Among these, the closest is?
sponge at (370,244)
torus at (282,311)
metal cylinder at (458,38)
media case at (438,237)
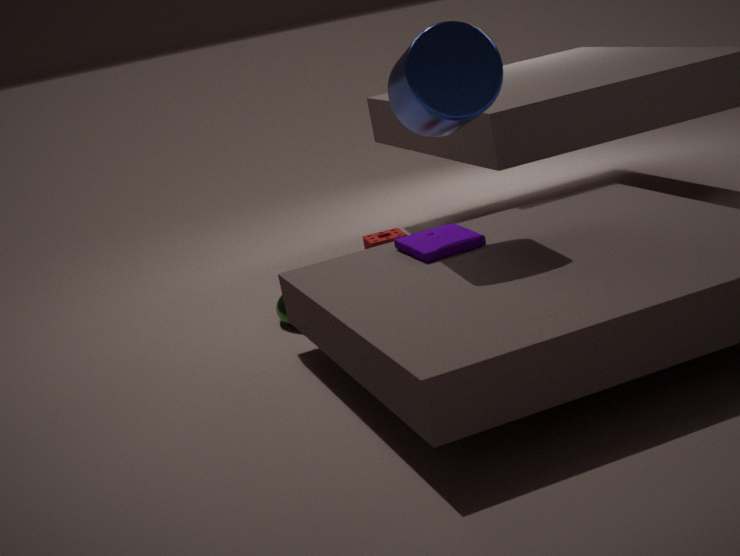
metal cylinder at (458,38)
